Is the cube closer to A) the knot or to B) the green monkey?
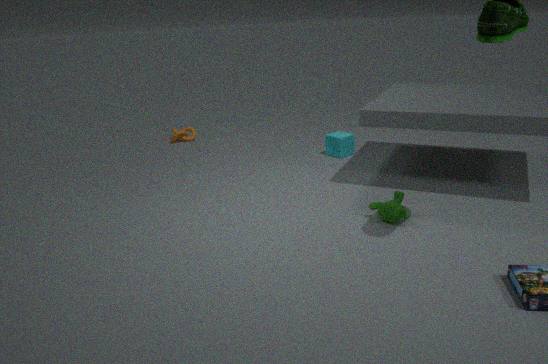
B) the green monkey
